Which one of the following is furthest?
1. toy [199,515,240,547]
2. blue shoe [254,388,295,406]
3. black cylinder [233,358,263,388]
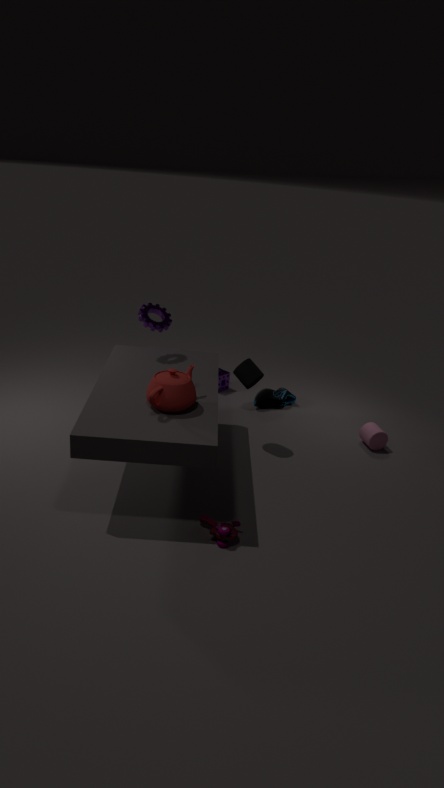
blue shoe [254,388,295,406]
